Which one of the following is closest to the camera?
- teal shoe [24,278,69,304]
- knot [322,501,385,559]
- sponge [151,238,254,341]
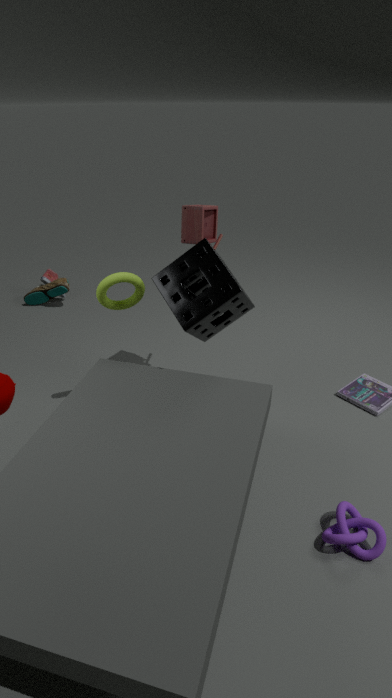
knot [322,501,385,559]
